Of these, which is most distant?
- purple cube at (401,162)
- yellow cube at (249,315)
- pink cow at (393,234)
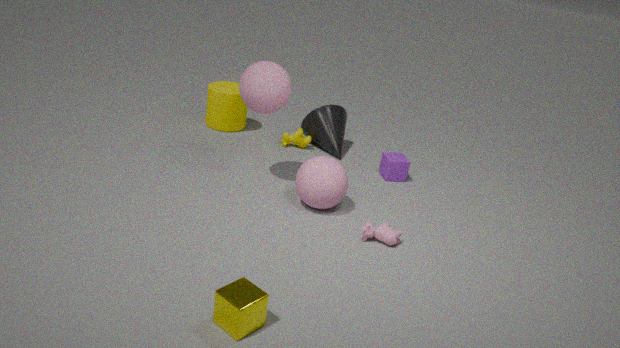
purple cube at (401,162)
